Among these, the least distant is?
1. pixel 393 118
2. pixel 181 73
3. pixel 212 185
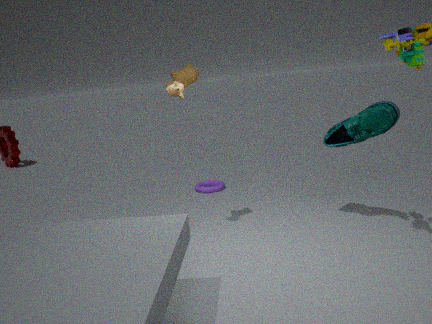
pixel 393 118
